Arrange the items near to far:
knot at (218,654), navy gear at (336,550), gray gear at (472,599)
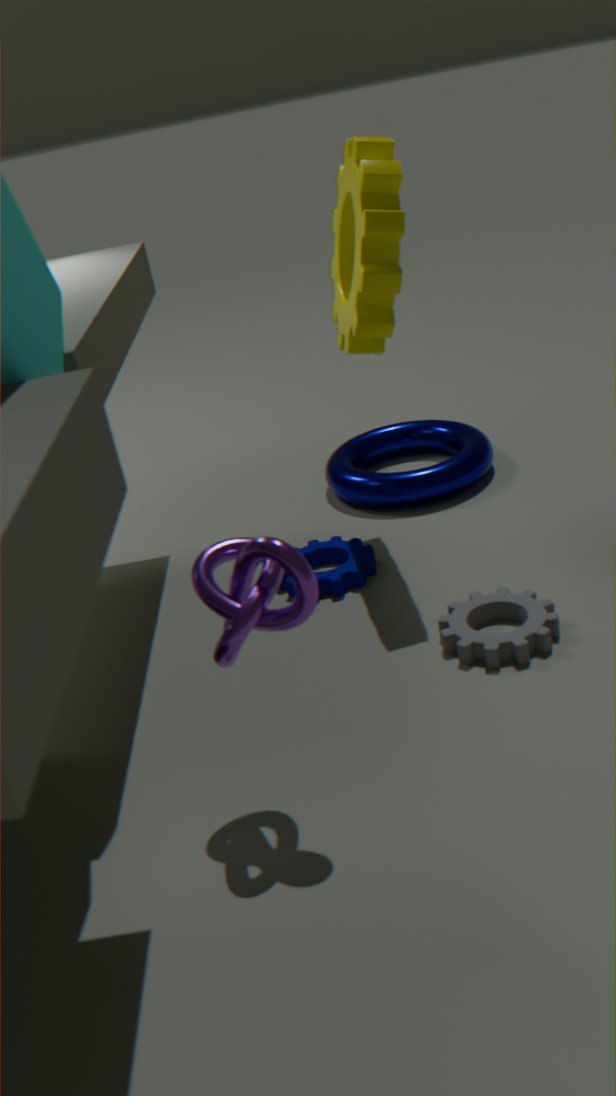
knot at (218,654), gray gear at (472,599), navy gear at (336,550)
